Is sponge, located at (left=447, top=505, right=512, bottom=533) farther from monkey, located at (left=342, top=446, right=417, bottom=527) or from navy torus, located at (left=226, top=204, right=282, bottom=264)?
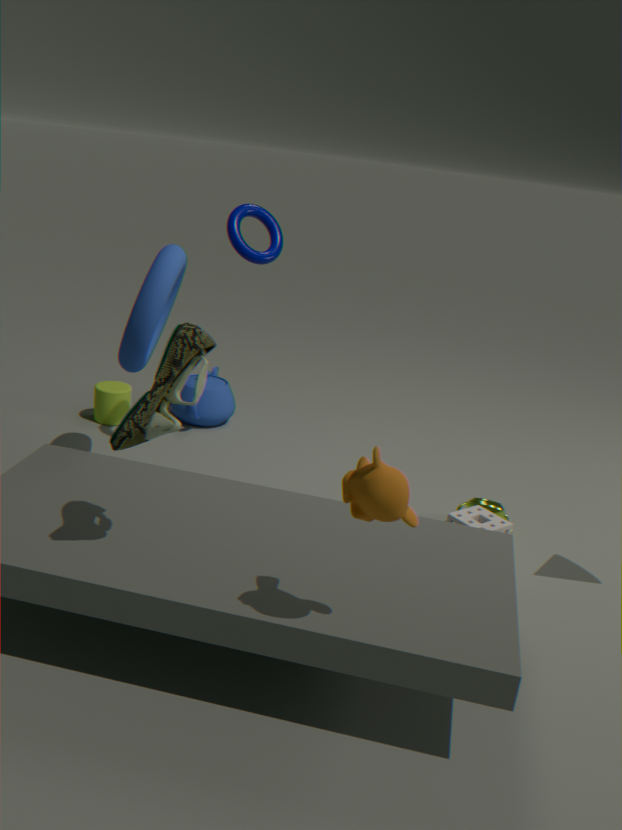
navy torus, located at (left=226, top=204, right=282, bottom=264)
